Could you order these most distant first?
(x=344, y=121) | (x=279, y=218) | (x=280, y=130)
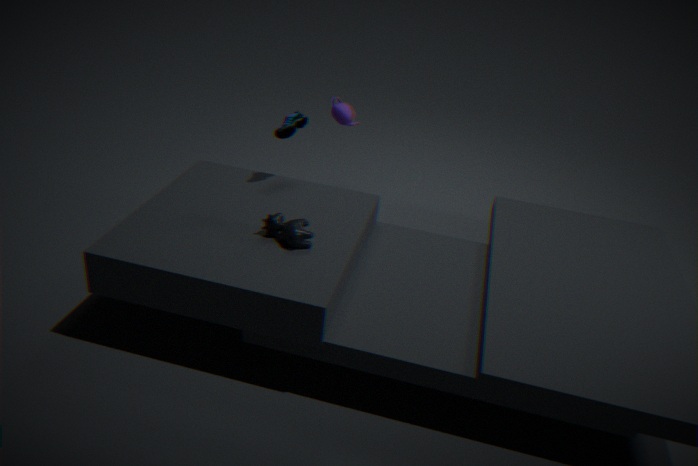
1. (x=344, y=121)
2. (x=280, y=130)
3. (x=279, y=218)
